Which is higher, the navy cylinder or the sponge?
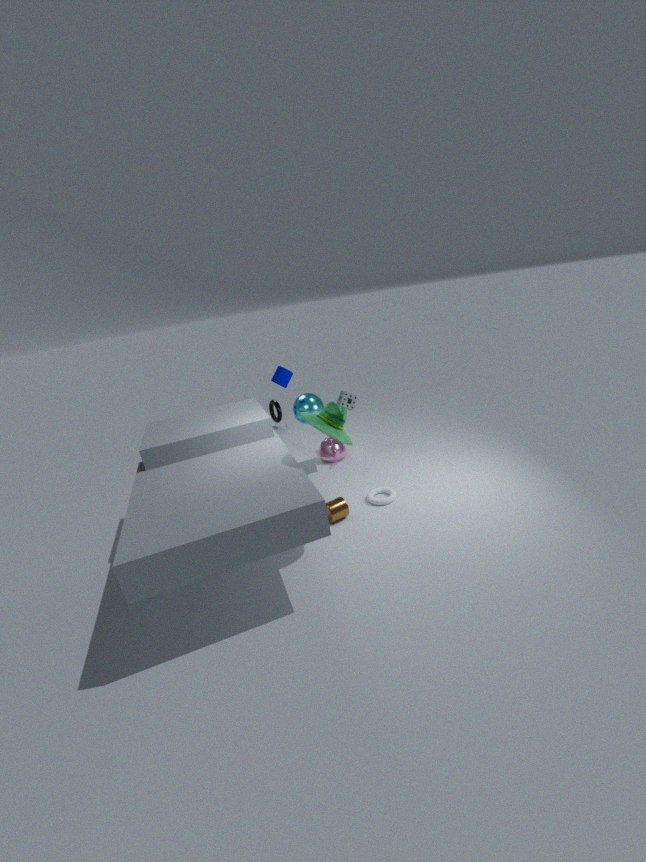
the navy cylinder
